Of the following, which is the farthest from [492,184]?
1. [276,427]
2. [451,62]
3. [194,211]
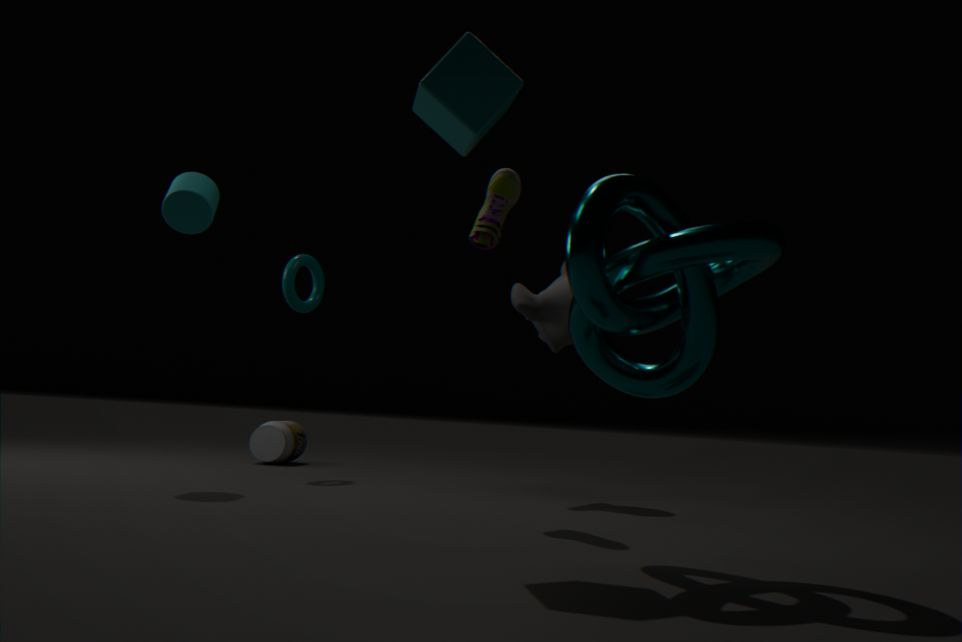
[276,427]
